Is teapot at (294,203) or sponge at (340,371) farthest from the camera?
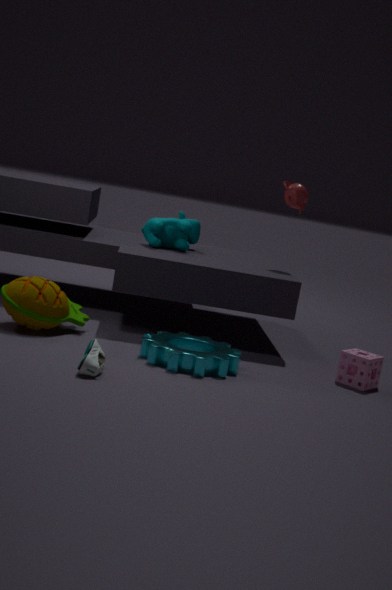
teapot at (294,203)
